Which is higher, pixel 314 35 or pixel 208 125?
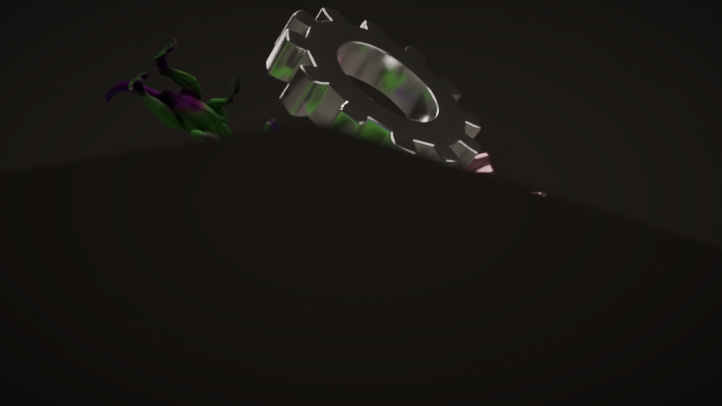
pixel 314 35
